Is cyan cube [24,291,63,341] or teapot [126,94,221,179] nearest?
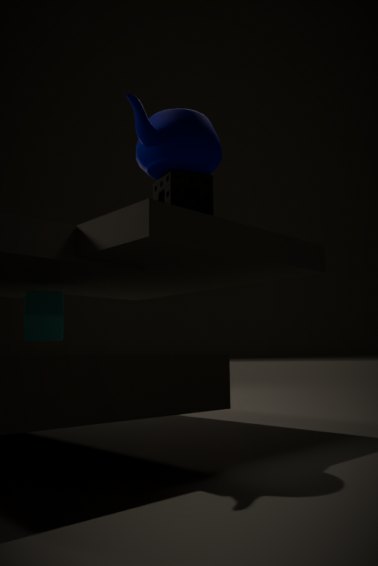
teapot [126,94,221,179]
